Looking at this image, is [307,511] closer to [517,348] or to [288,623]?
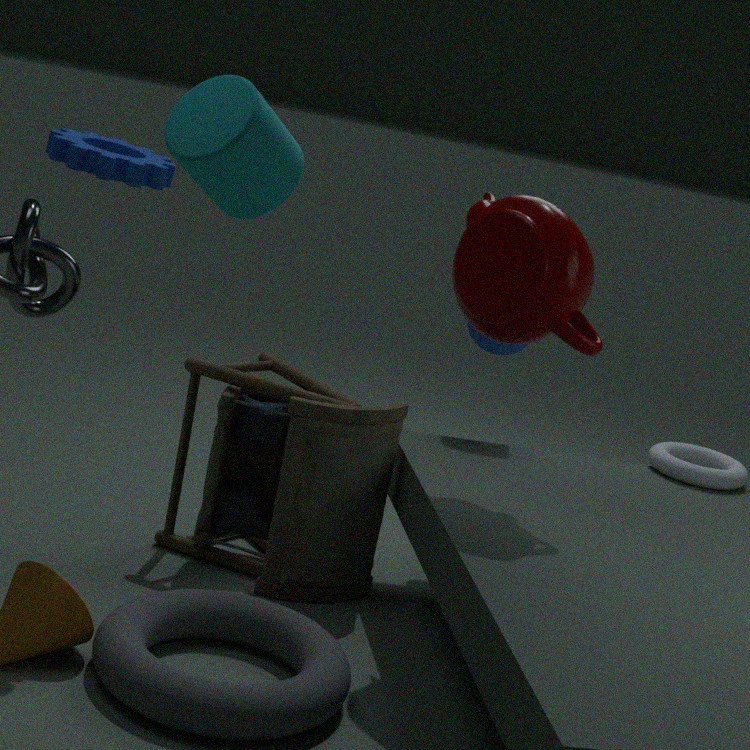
[288,623]
